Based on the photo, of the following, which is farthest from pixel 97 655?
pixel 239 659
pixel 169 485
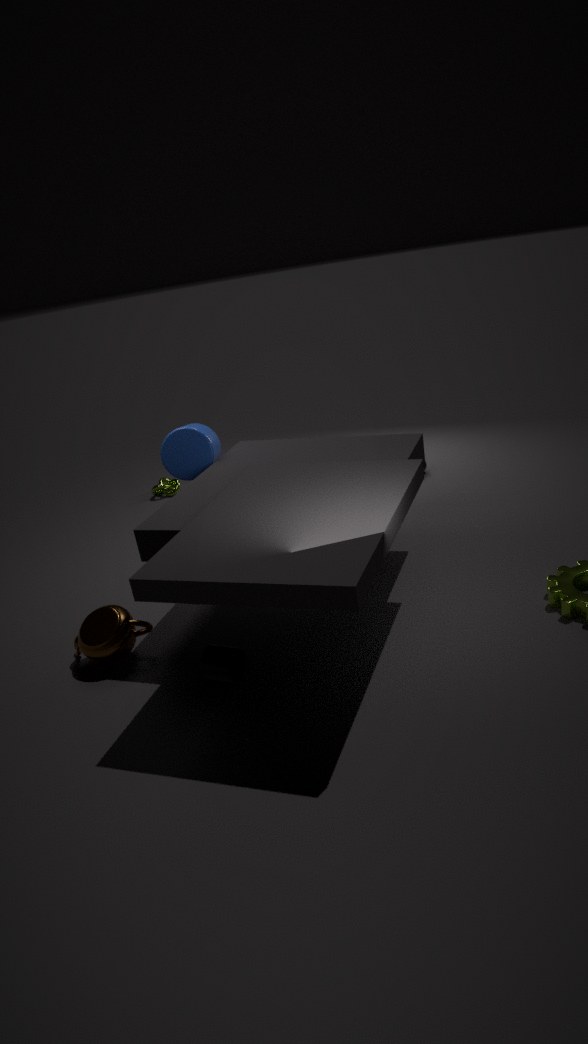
pixel 169 485
